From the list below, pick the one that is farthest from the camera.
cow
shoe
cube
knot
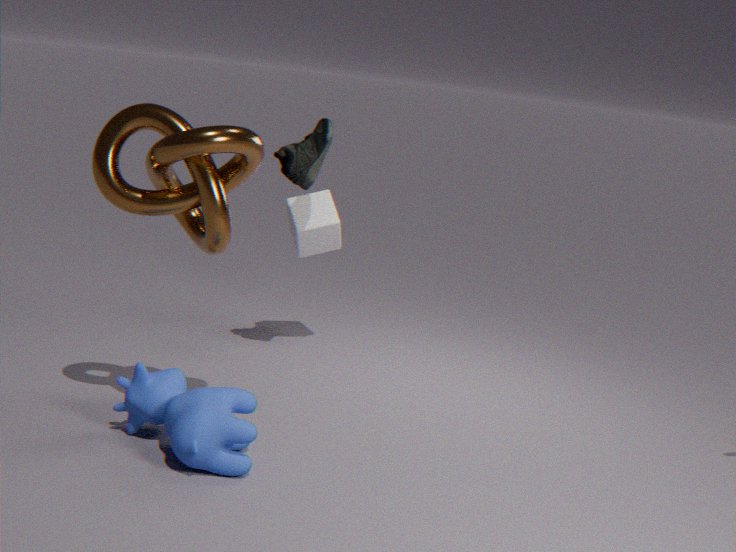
cube
